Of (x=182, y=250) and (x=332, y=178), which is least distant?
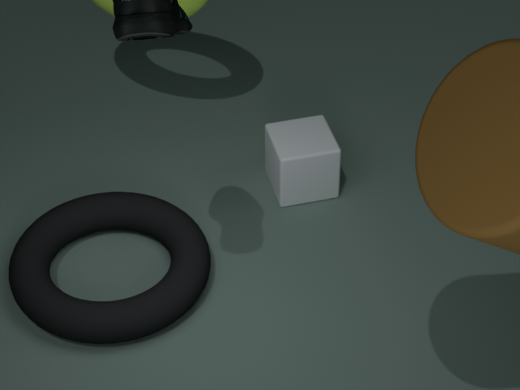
(x=182, y=250)
